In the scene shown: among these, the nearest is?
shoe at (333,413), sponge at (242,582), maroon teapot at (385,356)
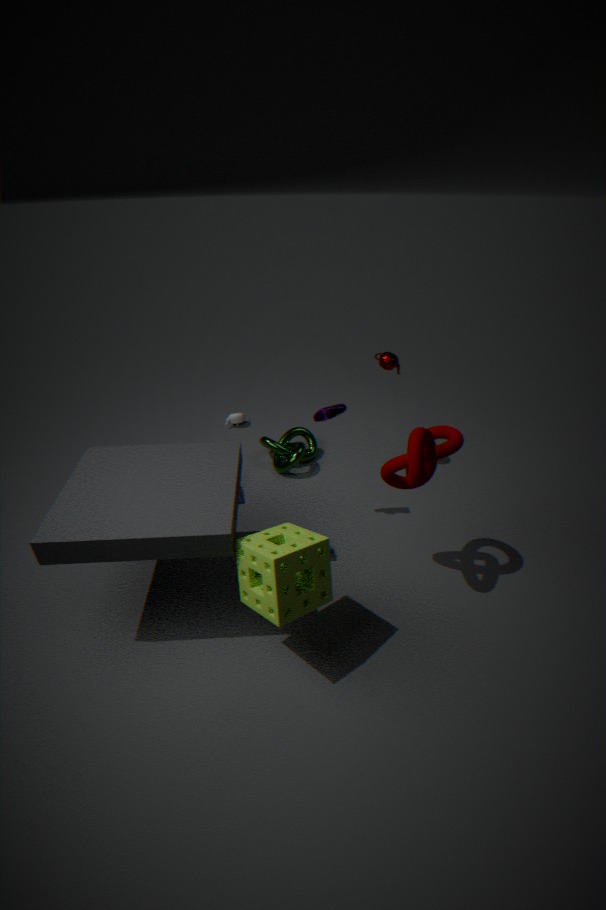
sponge at (242,582)
